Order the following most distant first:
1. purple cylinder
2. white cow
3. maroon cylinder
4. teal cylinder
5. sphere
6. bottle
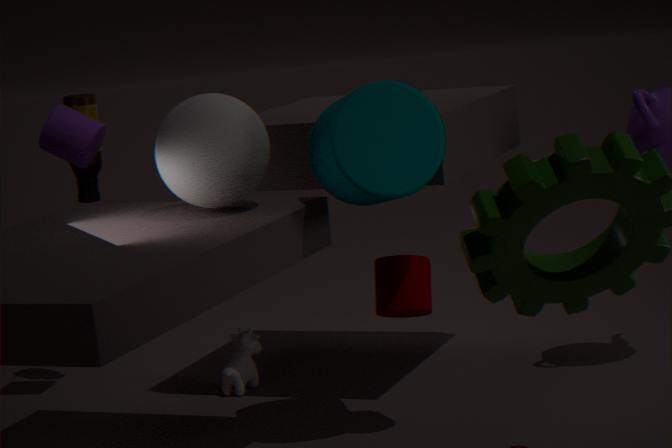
bottle < white cow < purple cylinder < maroon cylinder < sphere < teal cylinder
